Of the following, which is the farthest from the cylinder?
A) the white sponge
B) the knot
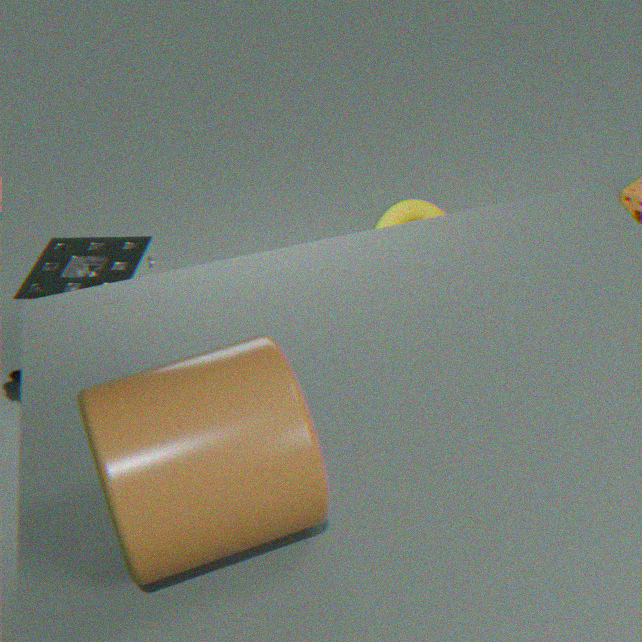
the knot
